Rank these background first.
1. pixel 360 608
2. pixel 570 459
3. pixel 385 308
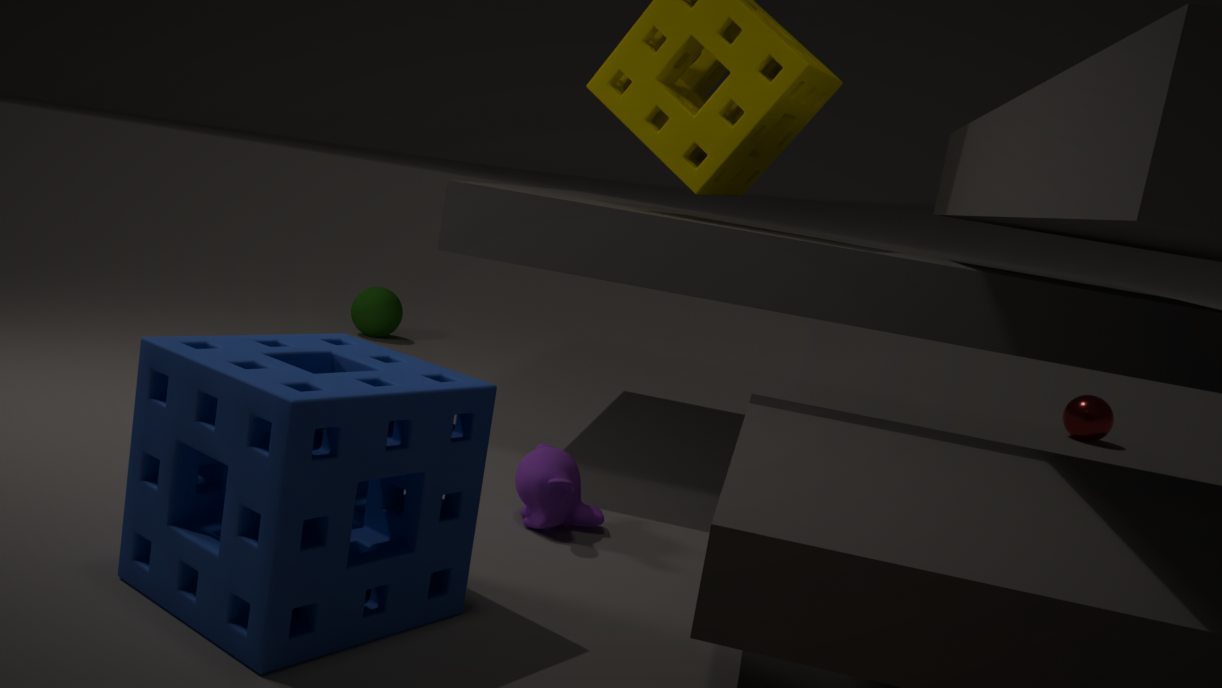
pixel 385 308 < pixel 570 459 < pixel 360 608
